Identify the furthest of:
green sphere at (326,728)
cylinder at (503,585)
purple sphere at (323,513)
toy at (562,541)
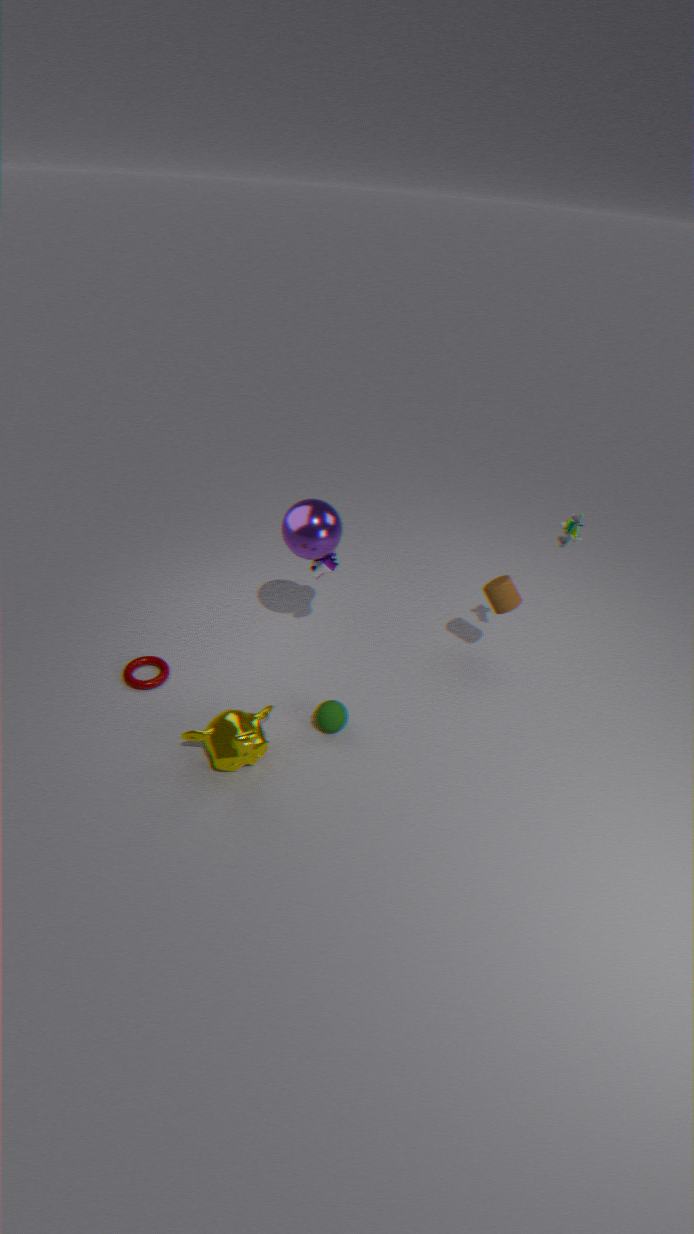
cylinder at (503,585)
